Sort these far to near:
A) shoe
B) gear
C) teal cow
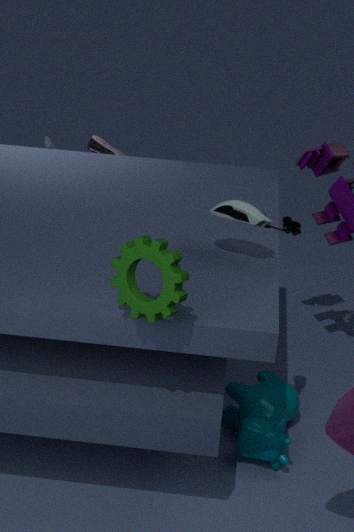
shoe
teal cow
gear
